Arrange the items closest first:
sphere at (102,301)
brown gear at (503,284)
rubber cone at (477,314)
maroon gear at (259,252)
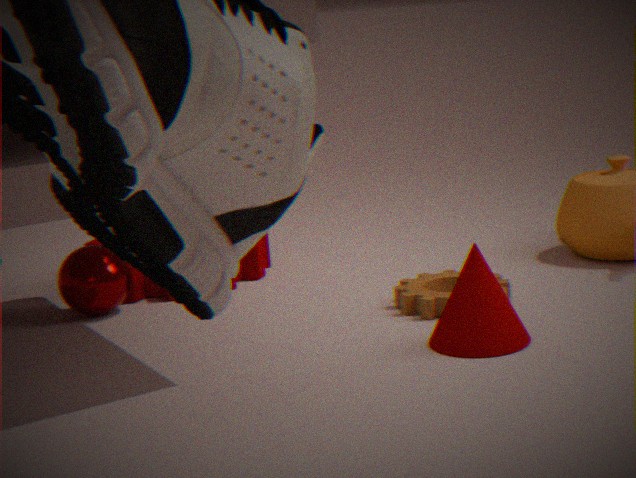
1. rubber cone at (477,314)
2. brown gear at (503,284)
3. sphere at (102,301)
4. maroon gear at (259,252)
